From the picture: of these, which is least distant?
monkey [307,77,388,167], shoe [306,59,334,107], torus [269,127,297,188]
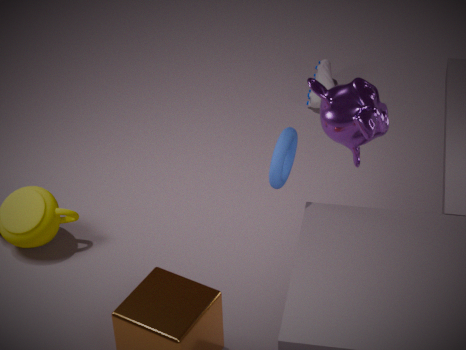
torus [269,127,297,188]
